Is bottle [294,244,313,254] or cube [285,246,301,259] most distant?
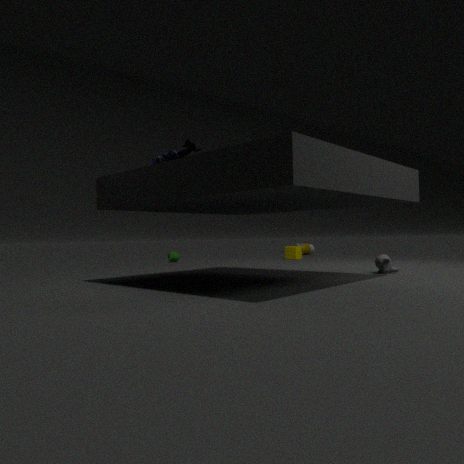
bottle [294,244,313,254]
